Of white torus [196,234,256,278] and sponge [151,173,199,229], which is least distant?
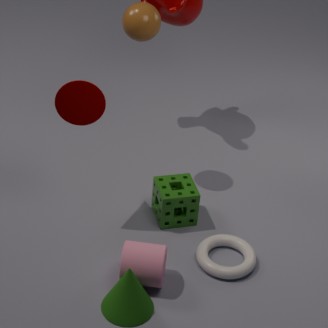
white torus [196,234,256,278]
